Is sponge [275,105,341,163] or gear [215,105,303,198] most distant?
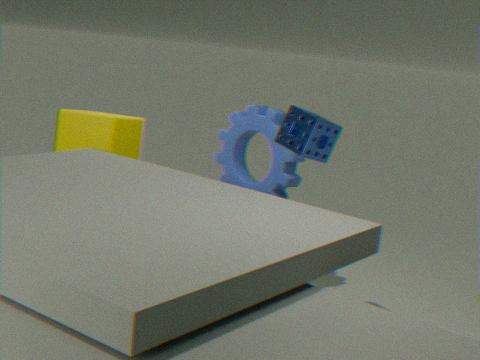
gear [215,105,303,198]
